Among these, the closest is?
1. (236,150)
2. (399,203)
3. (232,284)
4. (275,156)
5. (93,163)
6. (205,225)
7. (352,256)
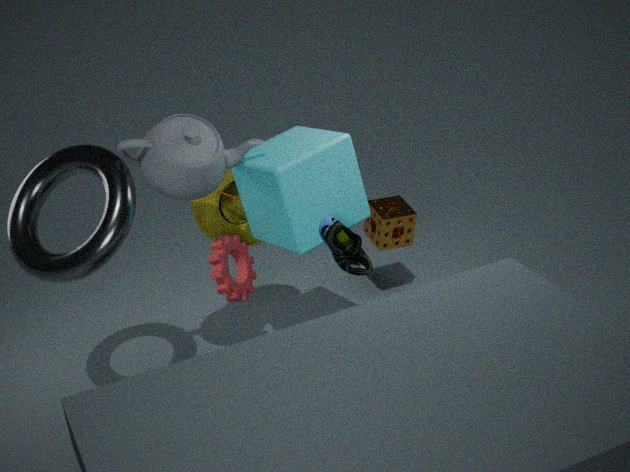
(93,163)
